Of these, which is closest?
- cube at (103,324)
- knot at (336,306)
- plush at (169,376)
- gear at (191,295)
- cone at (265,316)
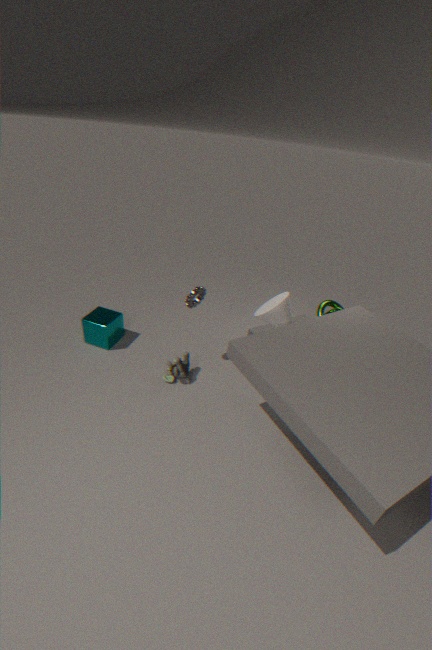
cone at (265,316)
